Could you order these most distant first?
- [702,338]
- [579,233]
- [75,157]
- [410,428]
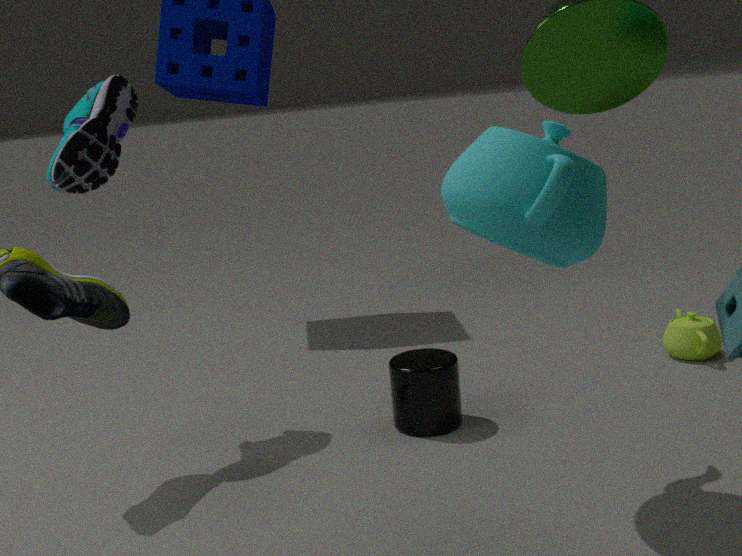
[702,338] < [410,428] < [75,157] < [579,233]
